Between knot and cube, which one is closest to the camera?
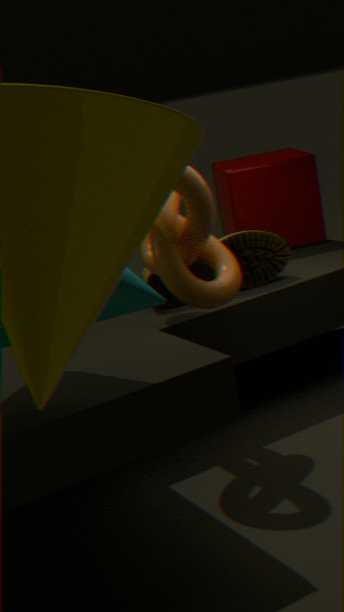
knot
